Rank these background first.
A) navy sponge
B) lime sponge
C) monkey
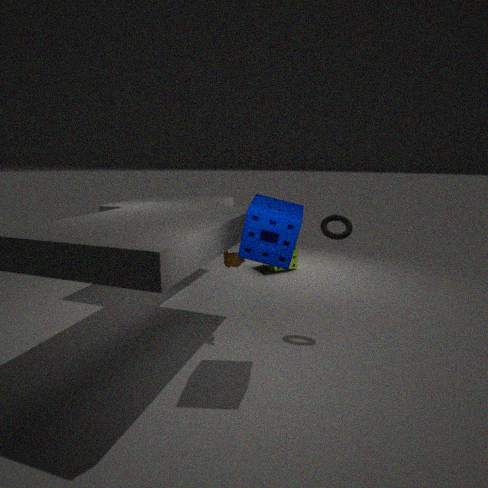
lime sponge, monkey, navy sponge
